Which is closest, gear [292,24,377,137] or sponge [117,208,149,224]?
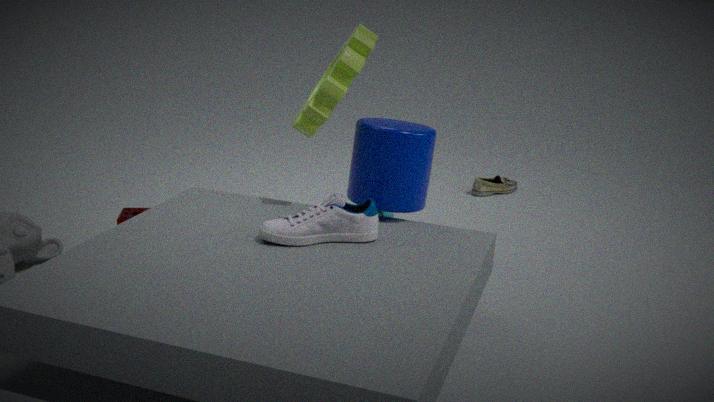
gear [292,24,377,137]
